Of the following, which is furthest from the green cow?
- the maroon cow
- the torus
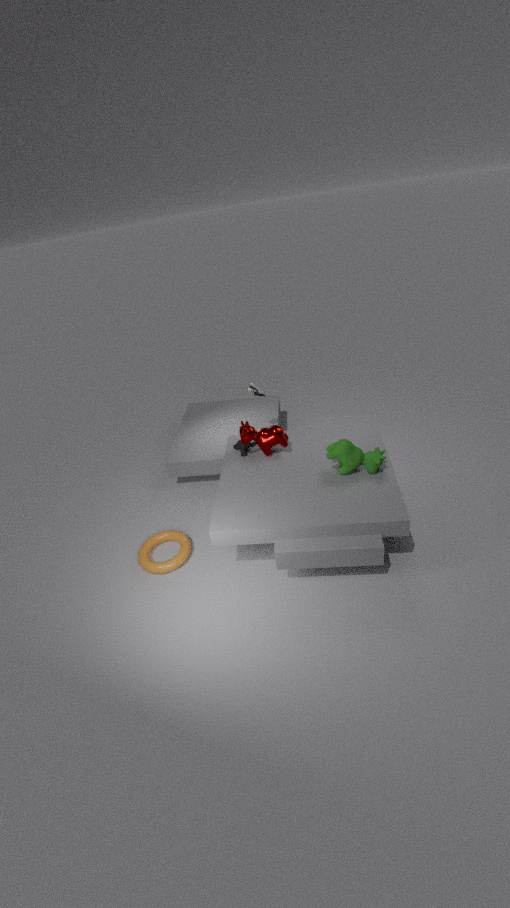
the torus
